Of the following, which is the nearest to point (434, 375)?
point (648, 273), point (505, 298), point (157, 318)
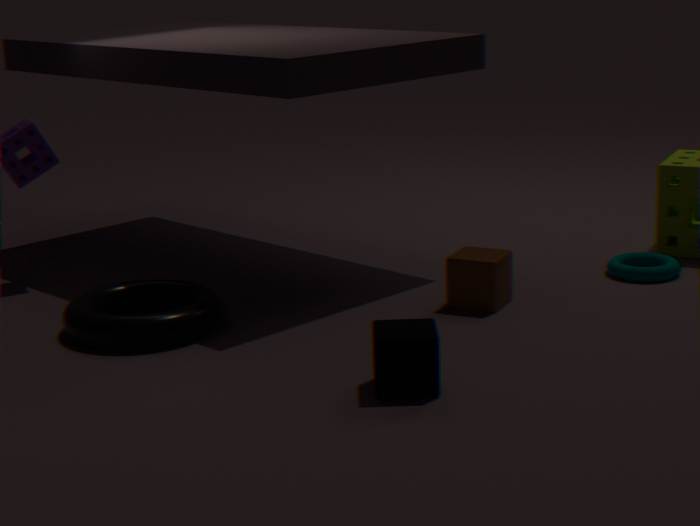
point (505, 298)
